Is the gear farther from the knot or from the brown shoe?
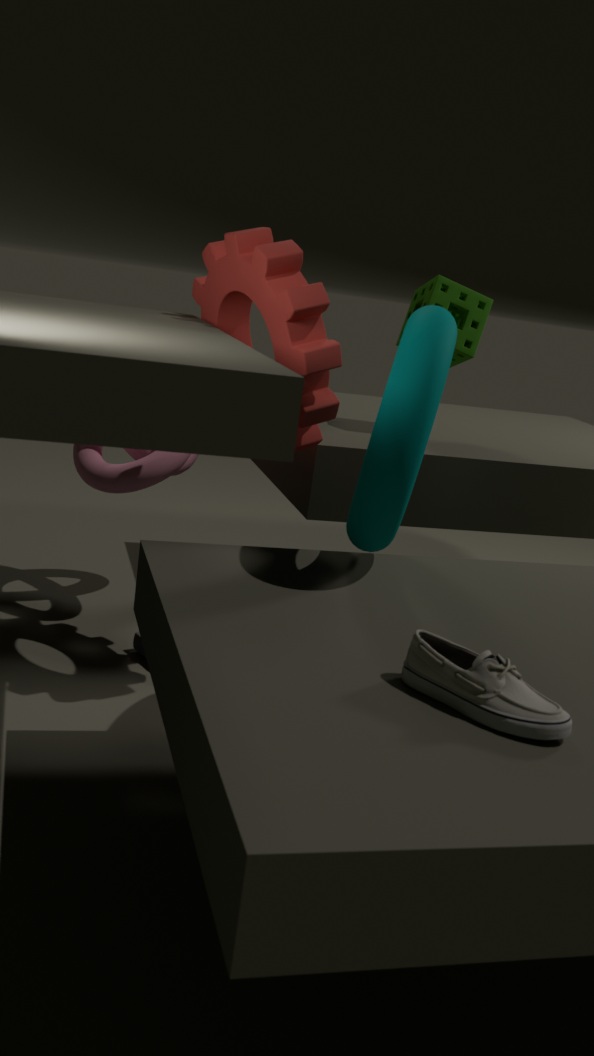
the brown shoe
